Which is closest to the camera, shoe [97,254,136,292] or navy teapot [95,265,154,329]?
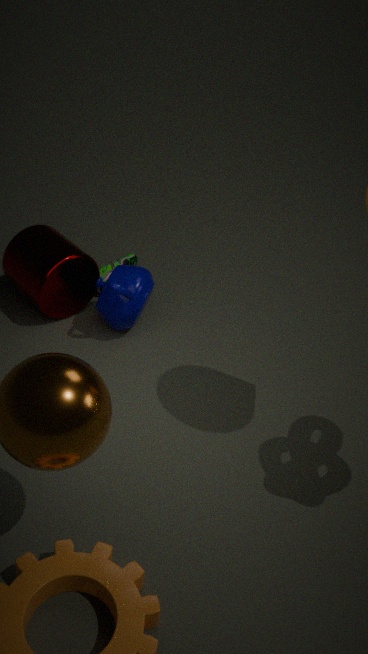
navy teapot [95,265,154,329]
